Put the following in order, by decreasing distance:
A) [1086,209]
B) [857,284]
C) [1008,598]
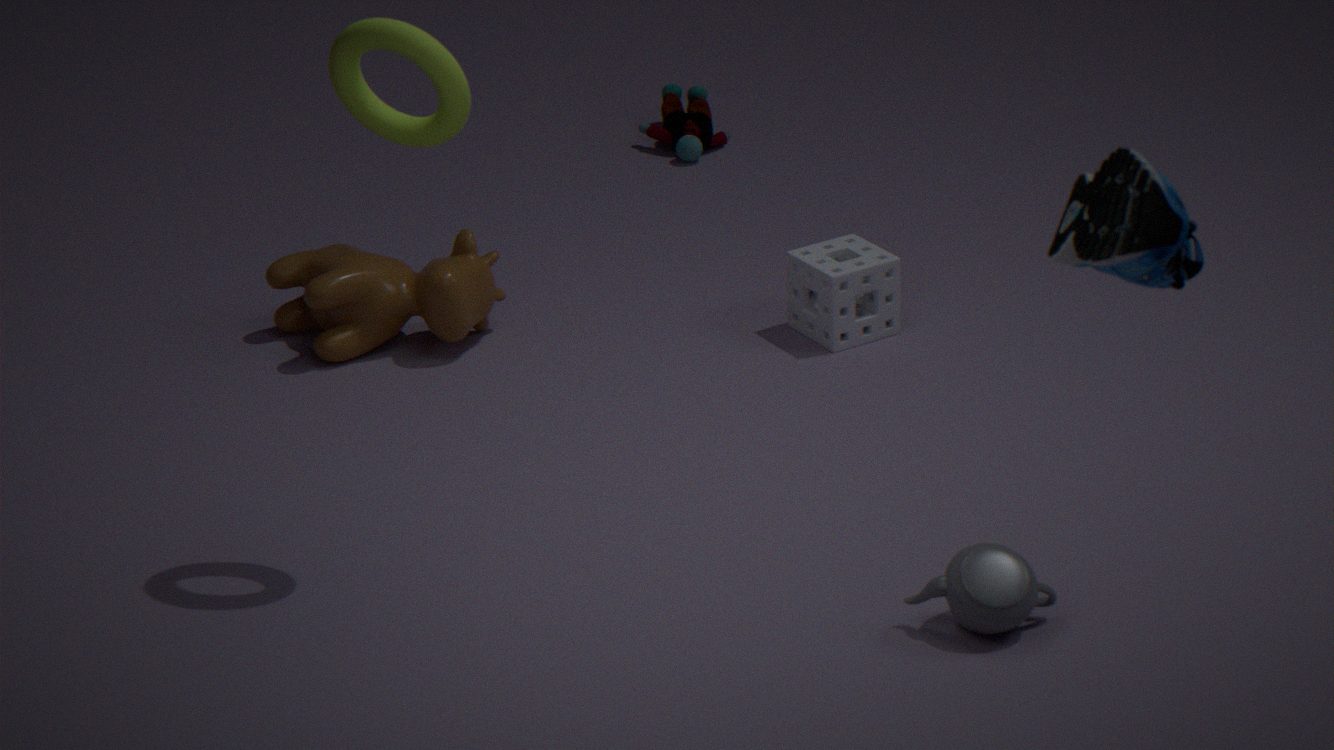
[857,284] < [1008,598] < [1086,209]
